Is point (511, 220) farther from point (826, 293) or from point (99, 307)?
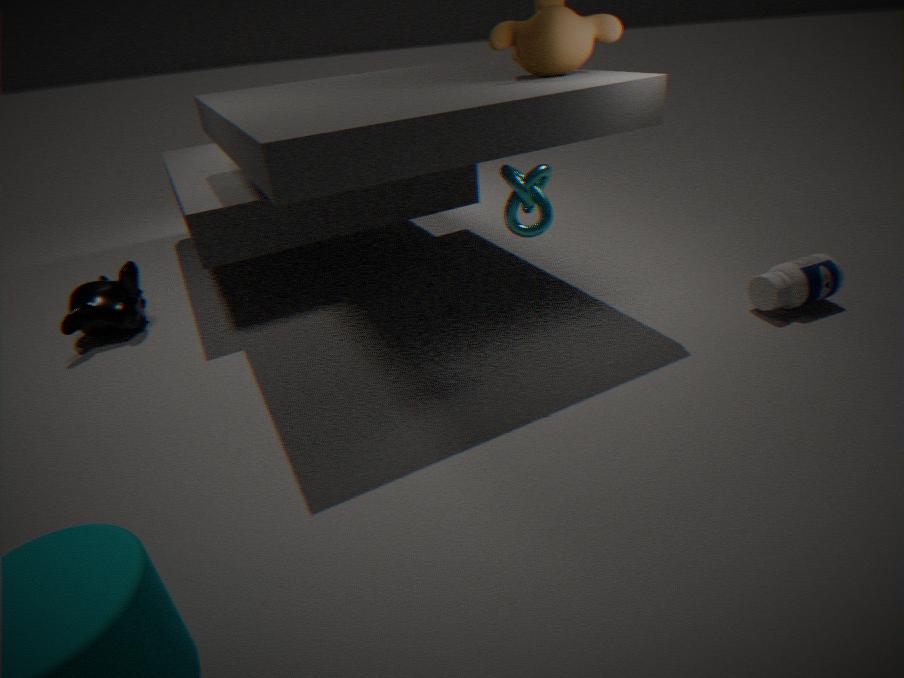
point (99, 307)
